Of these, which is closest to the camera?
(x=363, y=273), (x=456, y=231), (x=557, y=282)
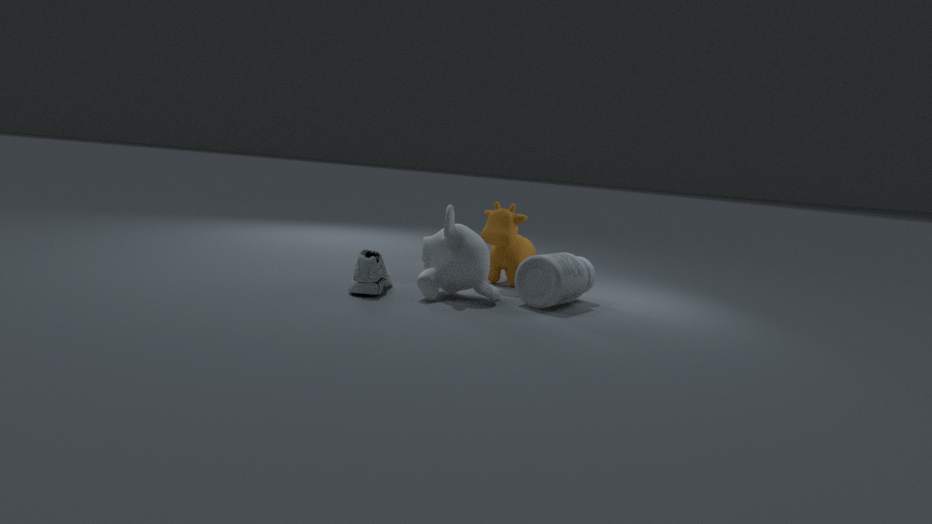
(x=363, y=273)
